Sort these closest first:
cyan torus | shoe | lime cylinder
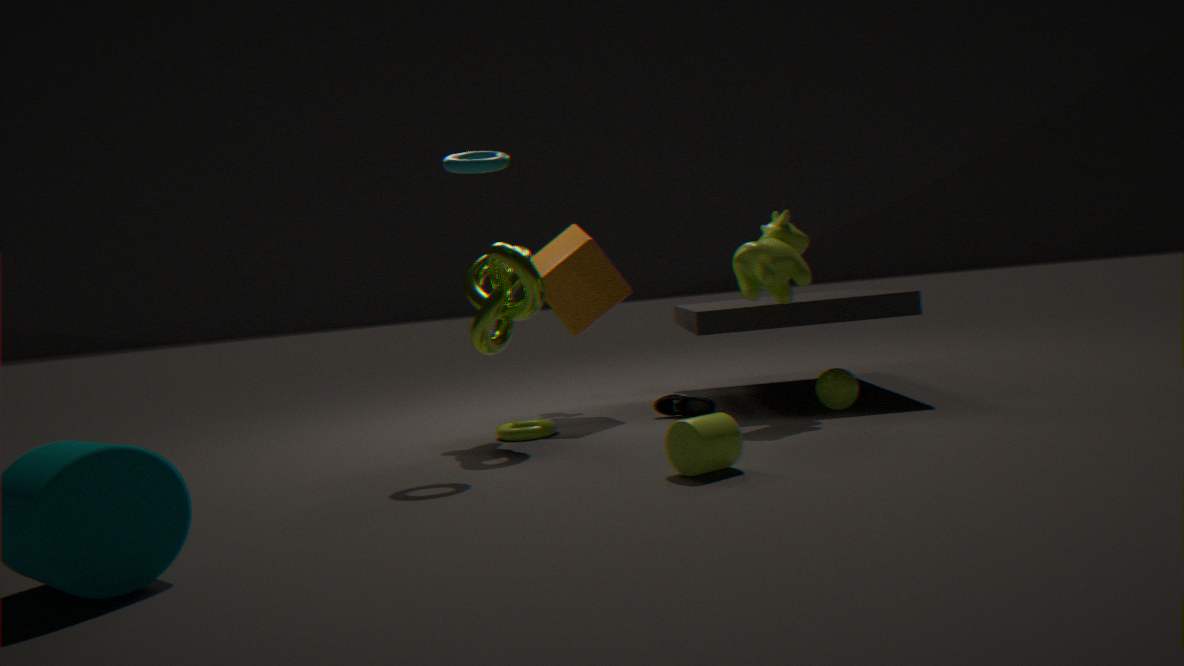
lime cylinder < cyan torus < shoe
